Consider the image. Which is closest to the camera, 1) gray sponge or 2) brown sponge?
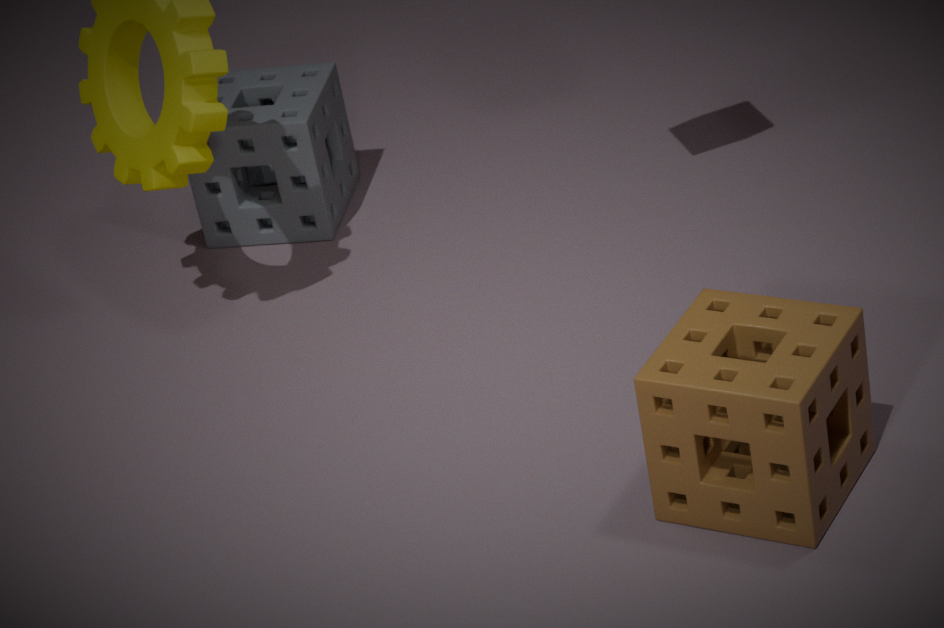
2. brown sponge
